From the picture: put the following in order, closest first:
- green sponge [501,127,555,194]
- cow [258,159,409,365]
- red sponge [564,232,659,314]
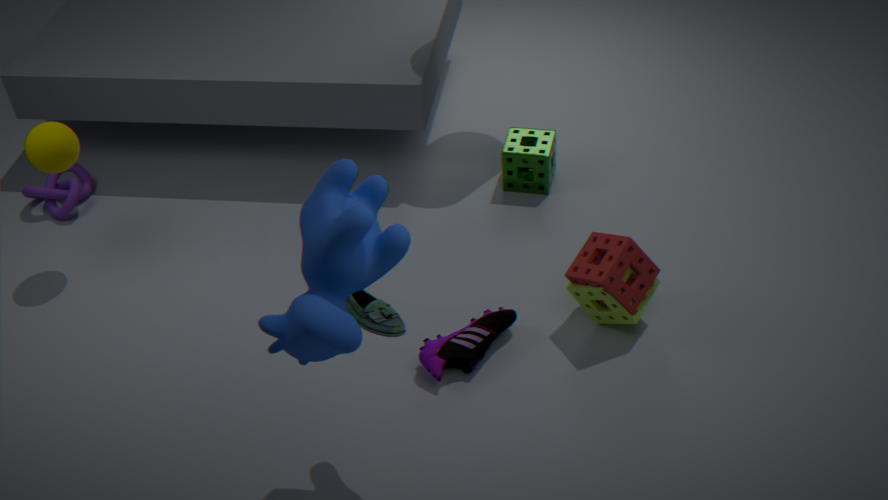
cow [258,159,409,365] < red sponge [564,232,659,314] < green sponge [501,127,555,194]
